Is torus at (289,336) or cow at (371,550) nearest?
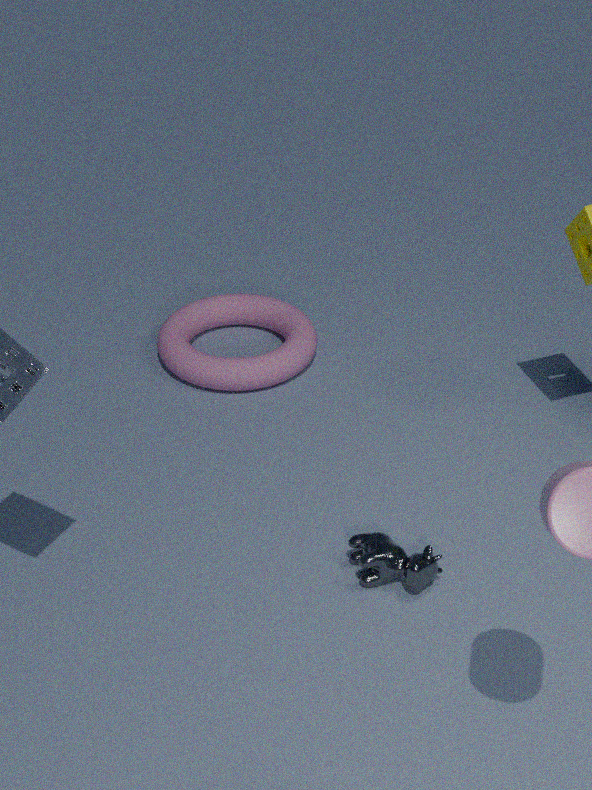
cow at (371,550)
